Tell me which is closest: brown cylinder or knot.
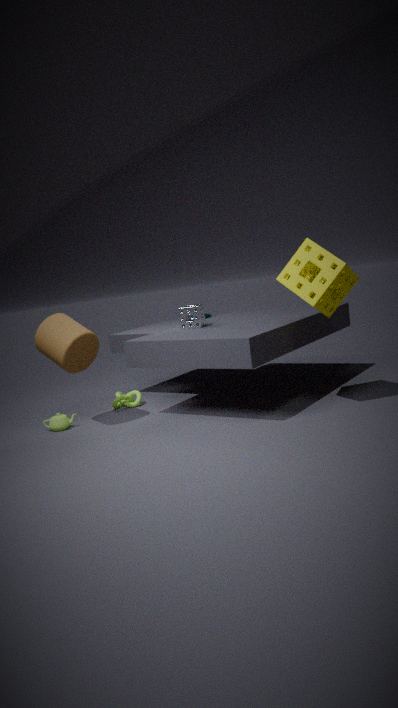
brown cylinder
